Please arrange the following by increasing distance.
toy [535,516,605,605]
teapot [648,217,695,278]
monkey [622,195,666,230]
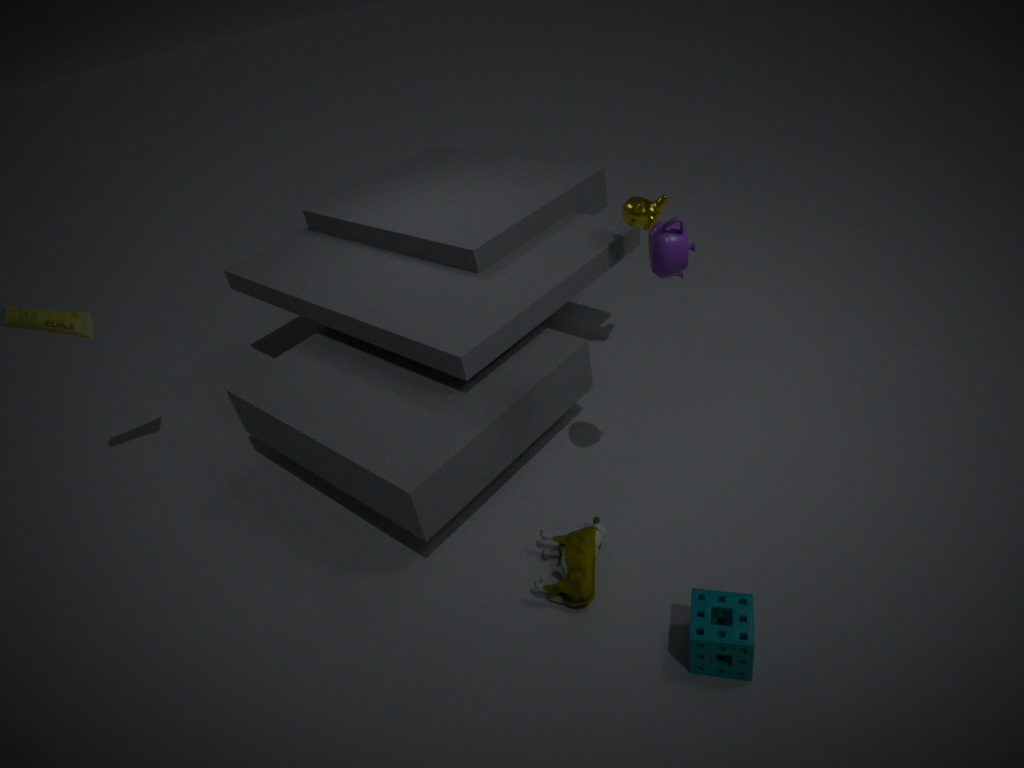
teapot [648,217,695,278] < toy [535,516,605,605] < monkey [622,195,666,230]
